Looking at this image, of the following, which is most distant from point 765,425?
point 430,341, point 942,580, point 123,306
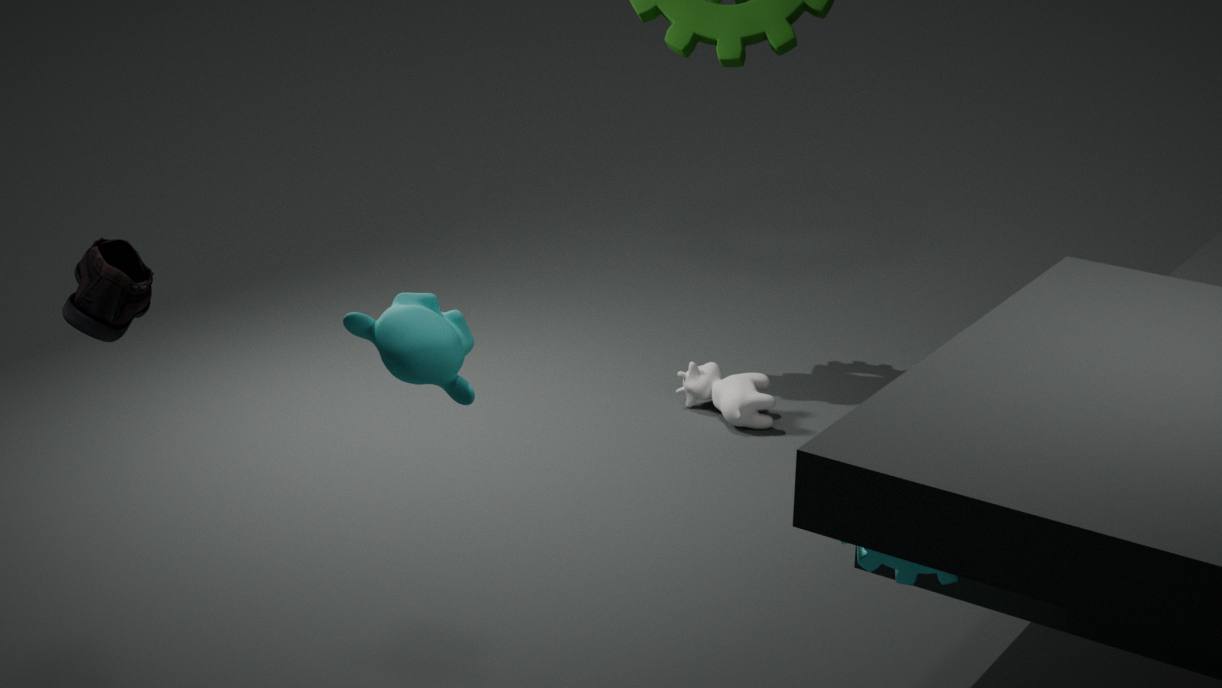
point 123,306
